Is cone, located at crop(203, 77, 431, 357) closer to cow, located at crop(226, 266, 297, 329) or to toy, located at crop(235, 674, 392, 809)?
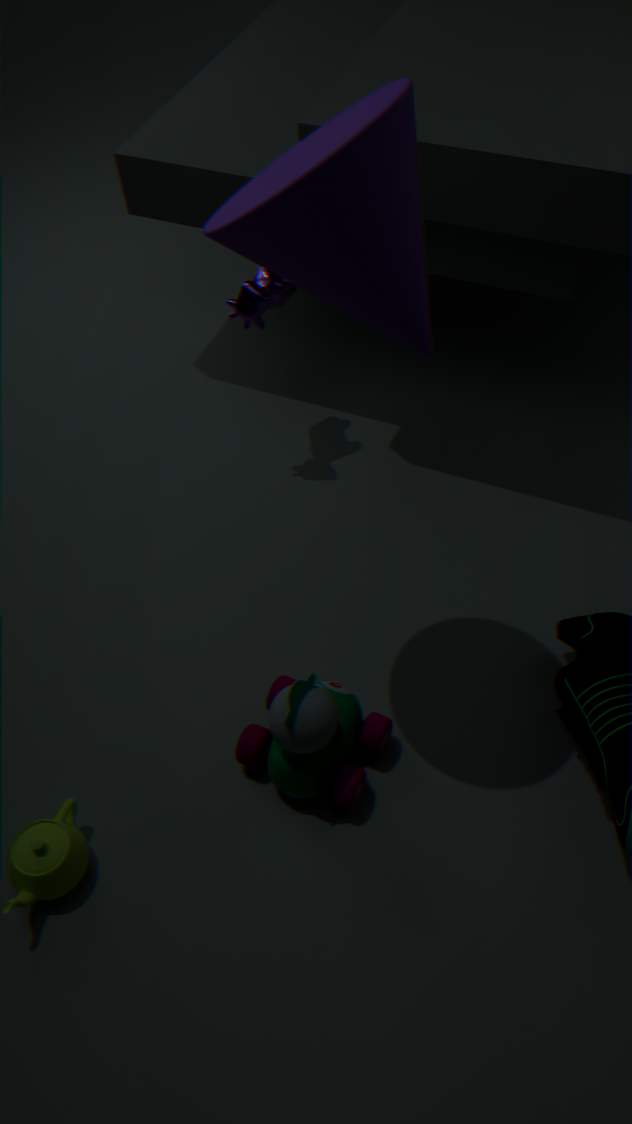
cow, located at crop(226, 266, 297, 329)
